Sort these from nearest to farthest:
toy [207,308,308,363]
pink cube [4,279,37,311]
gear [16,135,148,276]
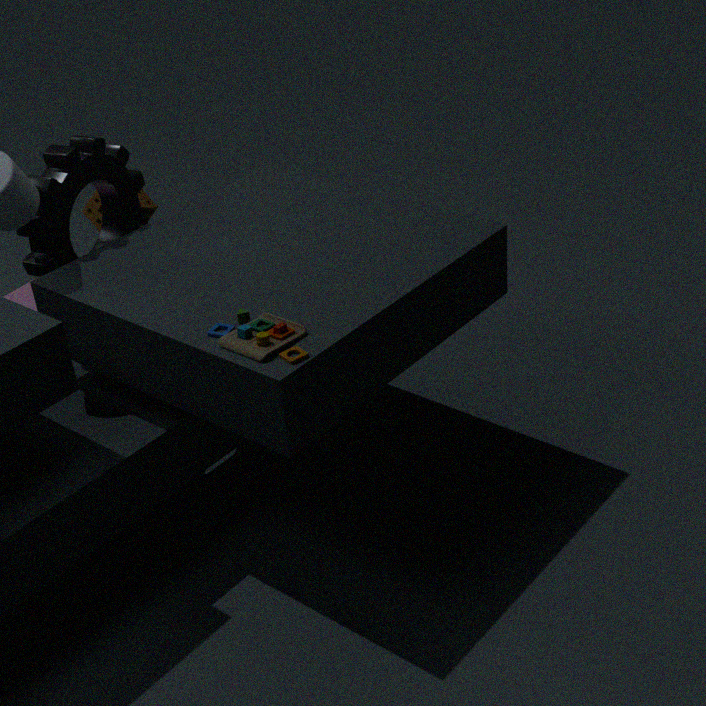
toy [207,308,308,363] < gear [16,135,148,276] < pink cube [4,279,37,311]
